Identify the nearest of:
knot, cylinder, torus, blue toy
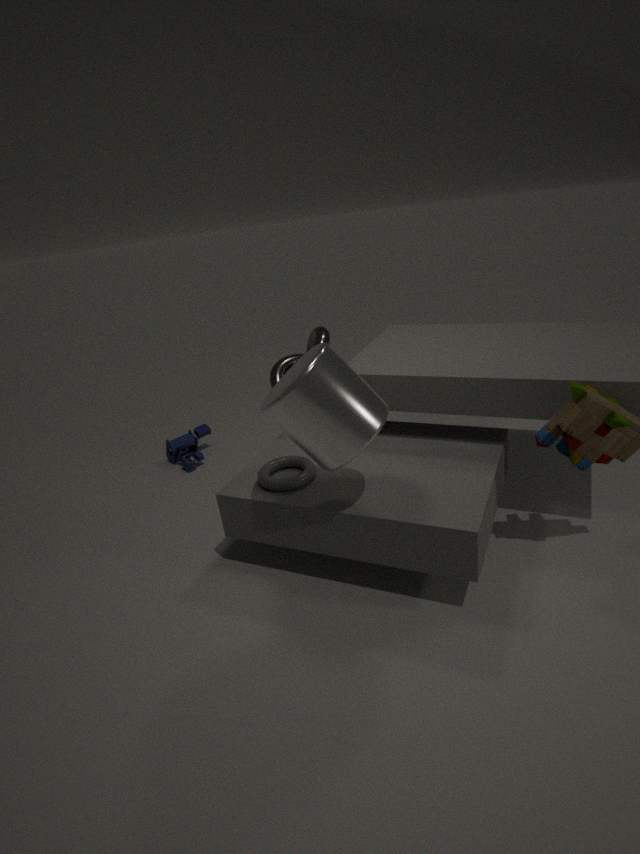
cylinder
